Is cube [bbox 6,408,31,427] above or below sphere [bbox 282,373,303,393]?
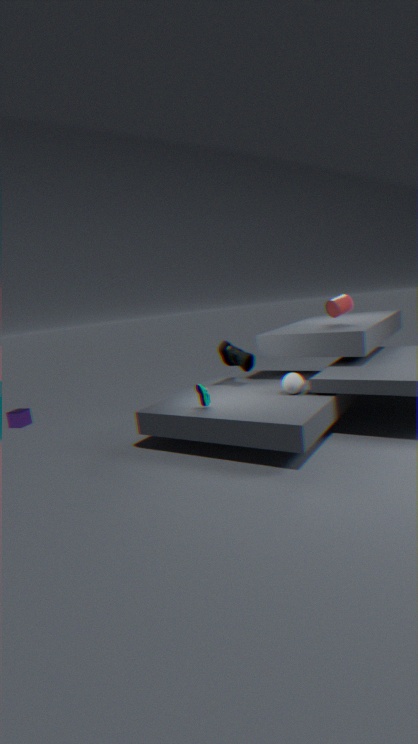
below
